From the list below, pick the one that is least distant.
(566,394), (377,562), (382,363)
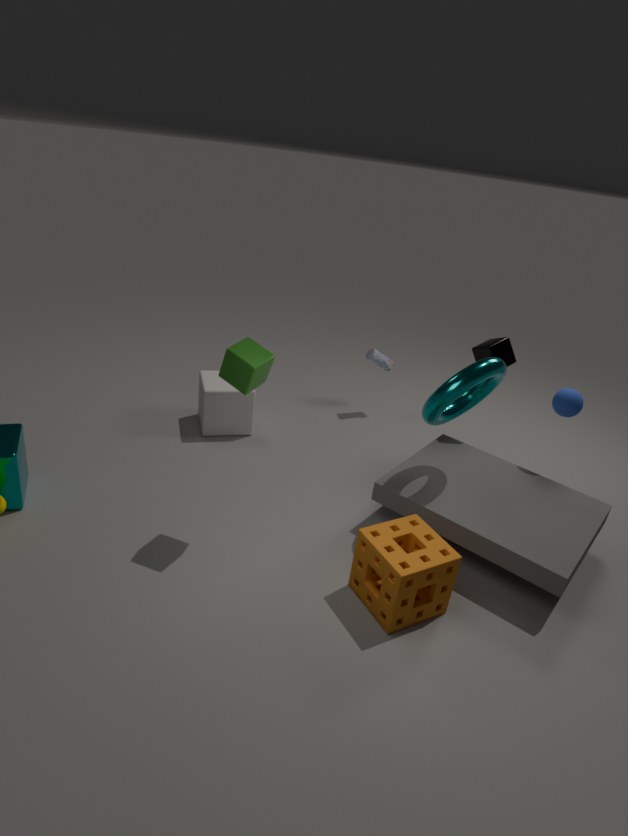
(377,562)
